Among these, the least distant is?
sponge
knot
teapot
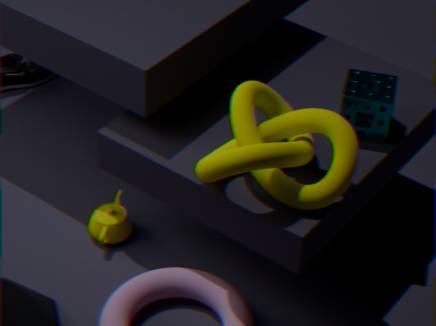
knot
